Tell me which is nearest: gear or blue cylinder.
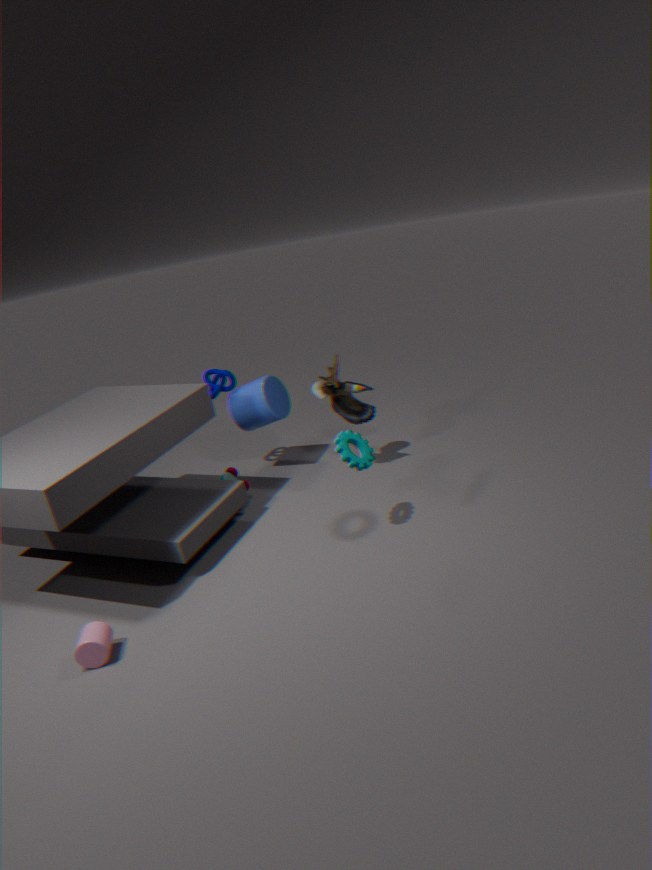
gear
